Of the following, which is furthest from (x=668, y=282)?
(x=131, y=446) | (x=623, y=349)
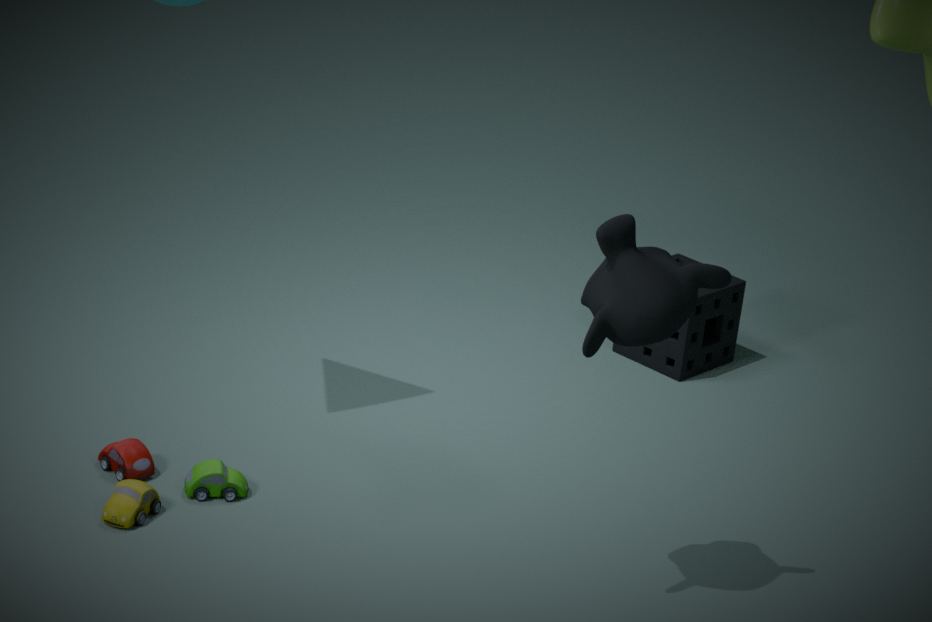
(x=623, y=349)
